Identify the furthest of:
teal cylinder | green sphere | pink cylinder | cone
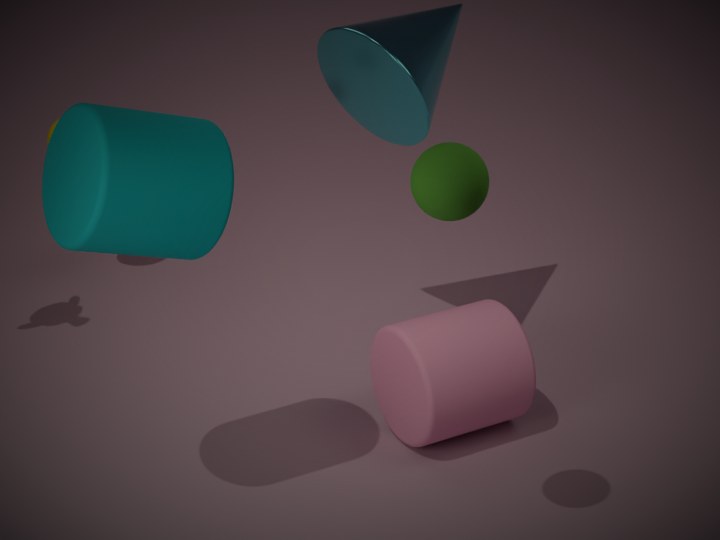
cone
